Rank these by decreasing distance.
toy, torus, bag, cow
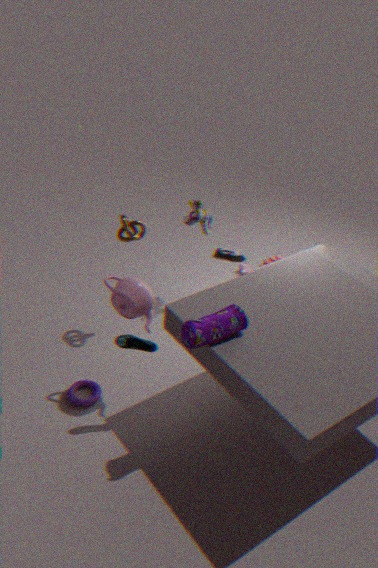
cow < toy < torus < bag
